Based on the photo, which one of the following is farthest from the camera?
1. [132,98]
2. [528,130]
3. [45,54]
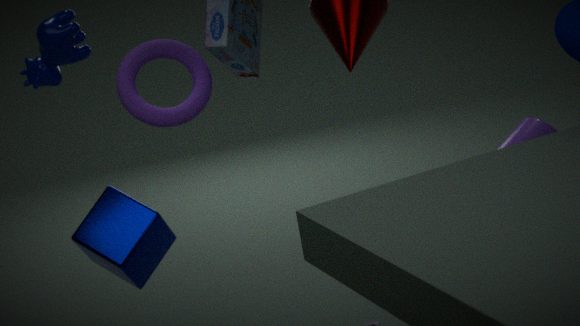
[45,54]
